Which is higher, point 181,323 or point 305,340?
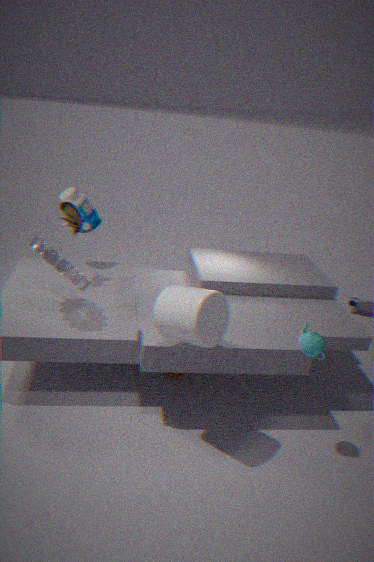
point 181,323
